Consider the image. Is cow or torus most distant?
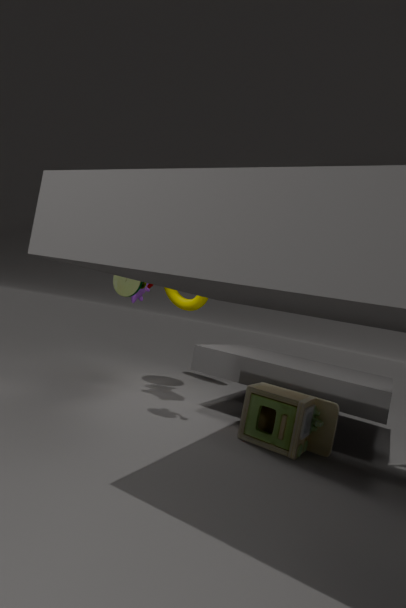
torus
